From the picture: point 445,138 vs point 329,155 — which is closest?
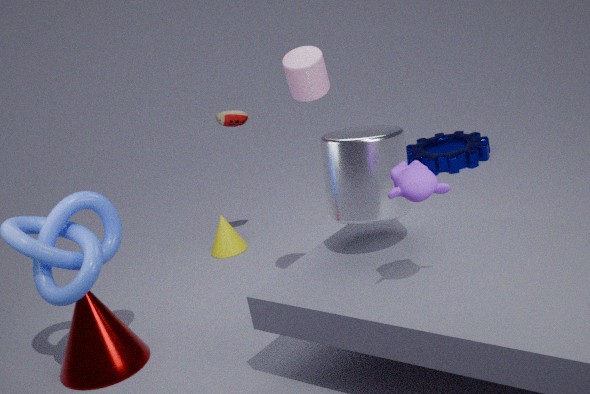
point 329,155
